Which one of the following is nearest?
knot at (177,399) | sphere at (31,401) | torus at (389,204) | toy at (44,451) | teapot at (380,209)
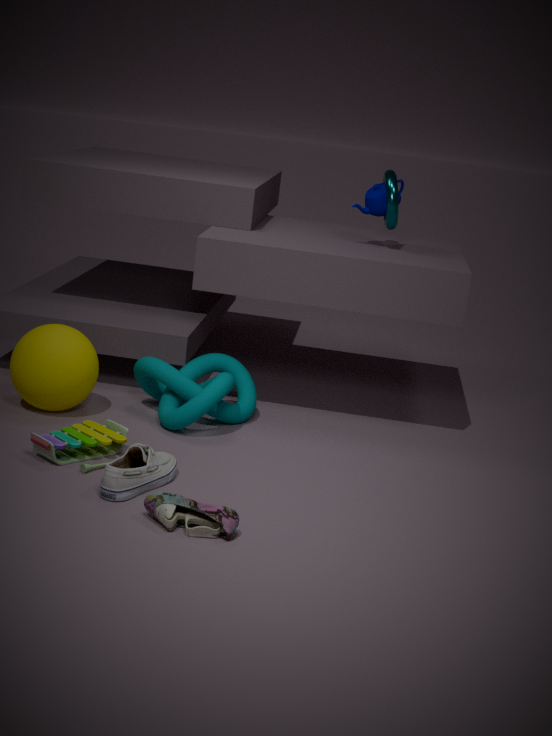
toy at (44,451)
